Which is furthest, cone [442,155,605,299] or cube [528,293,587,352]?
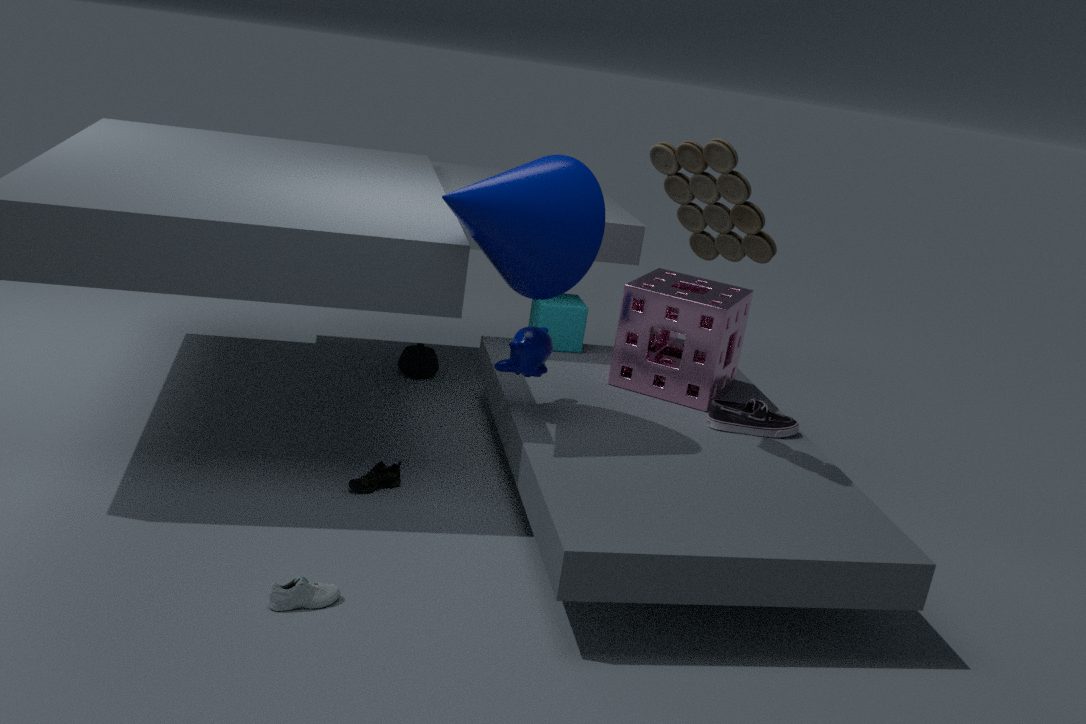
cube [528,293,587,352]
